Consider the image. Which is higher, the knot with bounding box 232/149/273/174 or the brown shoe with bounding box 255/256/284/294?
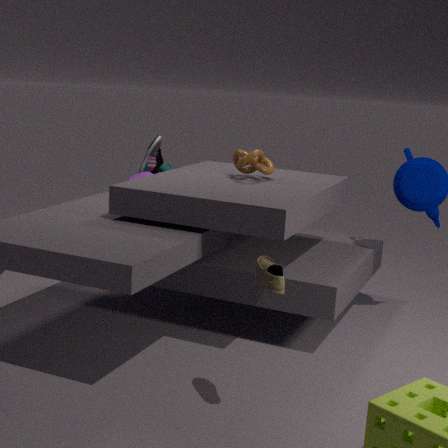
the knot with bounding box 232/149/273/174
